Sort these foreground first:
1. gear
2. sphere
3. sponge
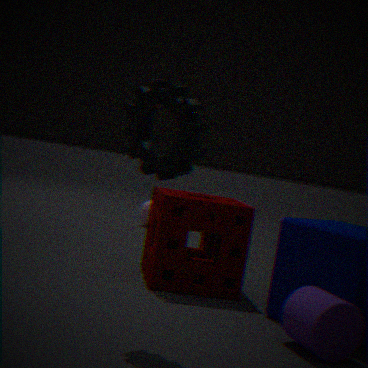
gear < sponge < sphere
